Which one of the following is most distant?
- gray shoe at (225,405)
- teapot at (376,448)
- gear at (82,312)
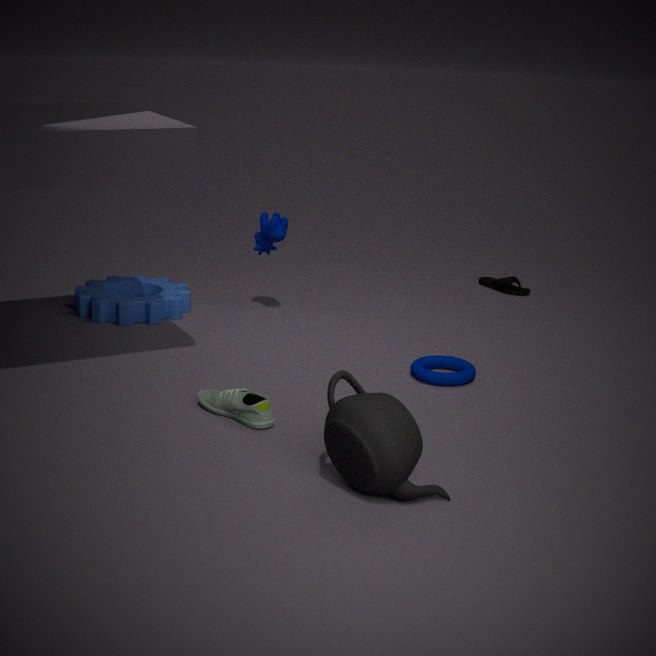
gear at (82,312)
